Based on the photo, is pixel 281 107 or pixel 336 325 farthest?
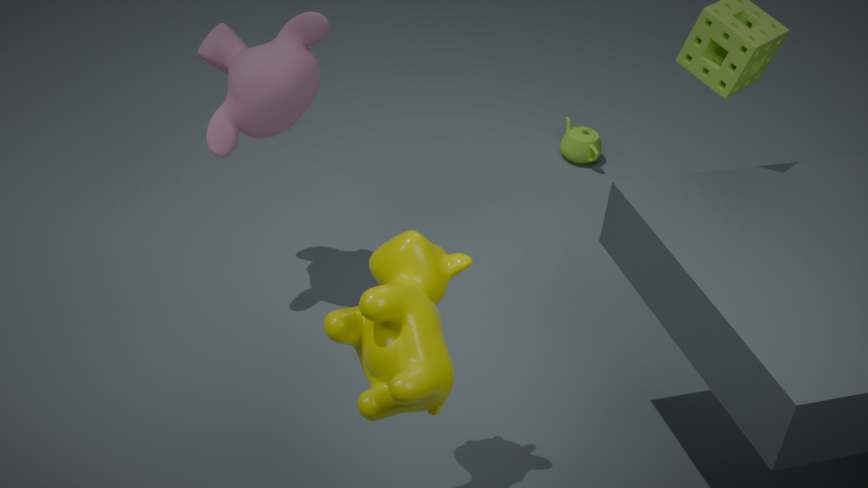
pixel 281 107
